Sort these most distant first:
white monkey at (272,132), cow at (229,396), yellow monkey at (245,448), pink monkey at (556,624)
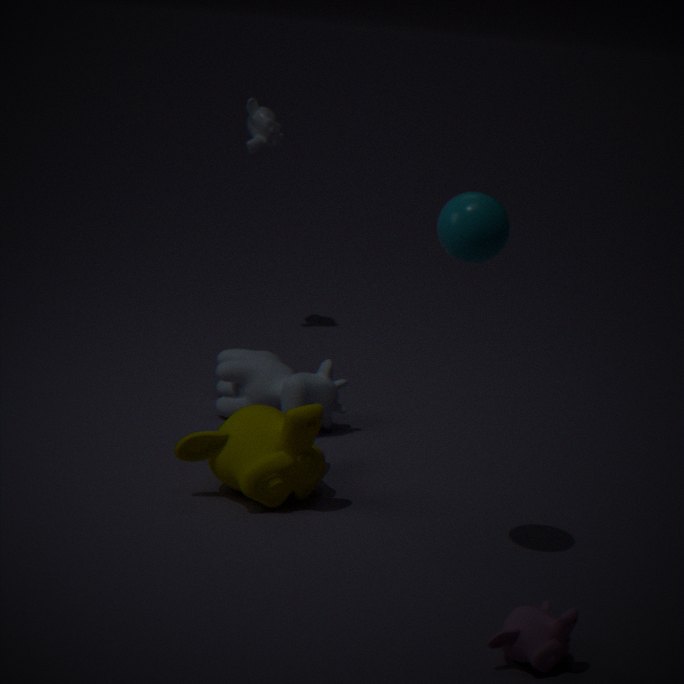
white monkey at (272,132), cow at (229,396), yellow monkey at (245,448), pink monkey at (556,624)
